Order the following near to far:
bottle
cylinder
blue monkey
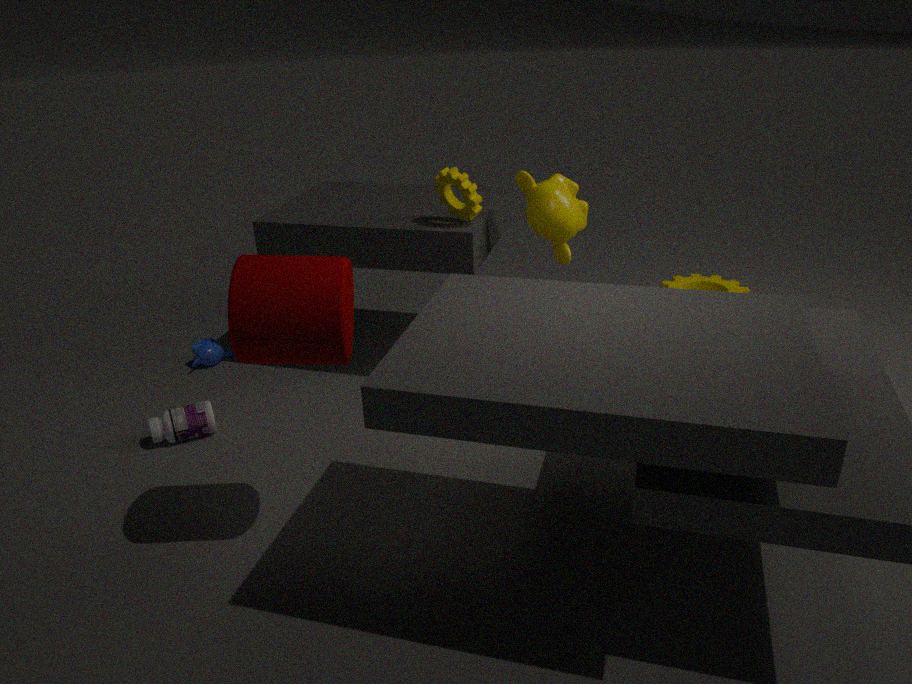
cylinder → bottle → blue monkey
